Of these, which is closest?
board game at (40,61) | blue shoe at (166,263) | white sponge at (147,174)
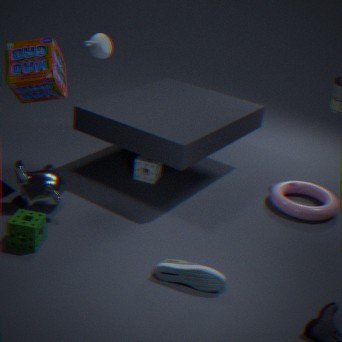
blue shoe at (166,263)
